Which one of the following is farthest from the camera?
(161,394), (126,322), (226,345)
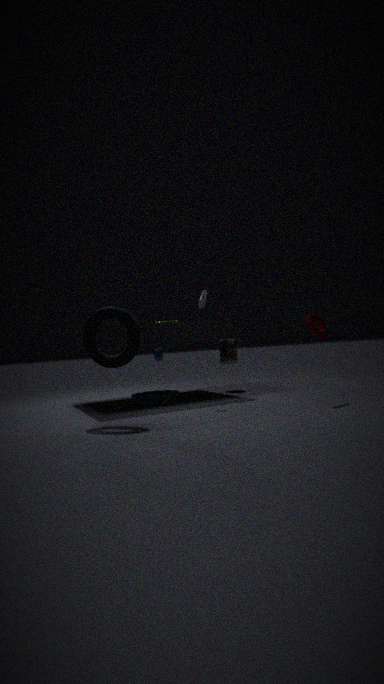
(226,345)
